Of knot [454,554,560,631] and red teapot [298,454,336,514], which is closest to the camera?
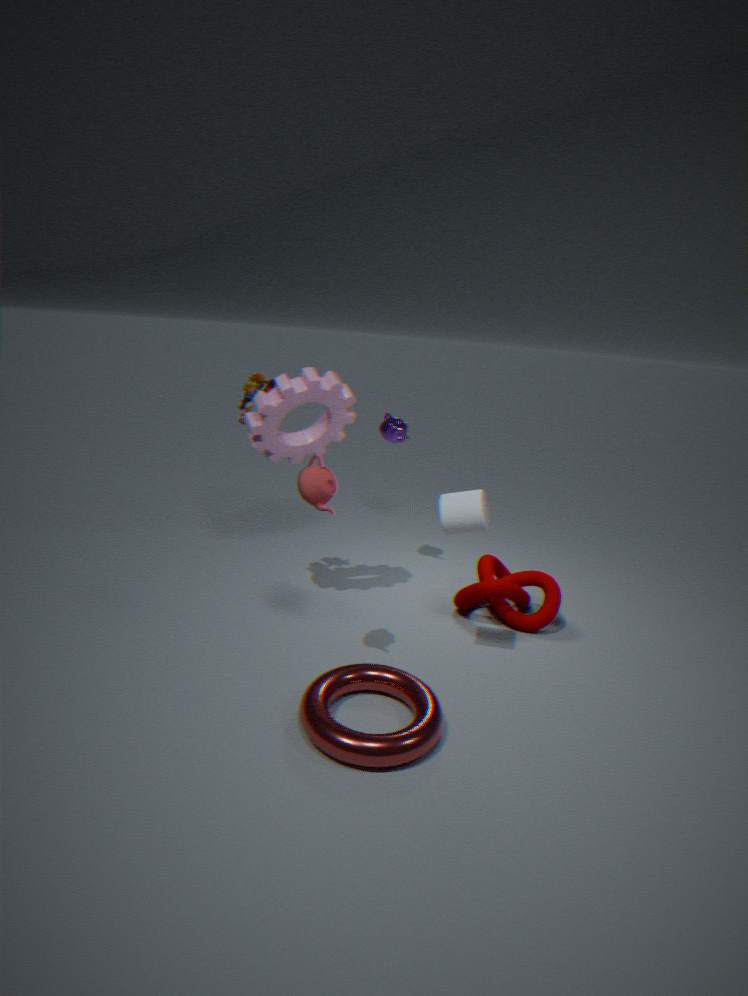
red teapot [298,454,336,514]
